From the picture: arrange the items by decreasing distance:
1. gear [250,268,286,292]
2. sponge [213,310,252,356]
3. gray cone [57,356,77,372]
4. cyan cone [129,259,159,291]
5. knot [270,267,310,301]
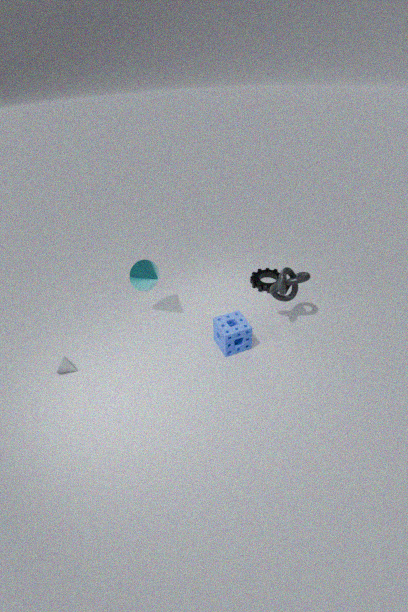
gear [250,268,286,292]
cyan cone [129,259,159,291]
knot [270,267,310,301]
sponge [213,310,252,356]
gray cone [57,356,77,372]
